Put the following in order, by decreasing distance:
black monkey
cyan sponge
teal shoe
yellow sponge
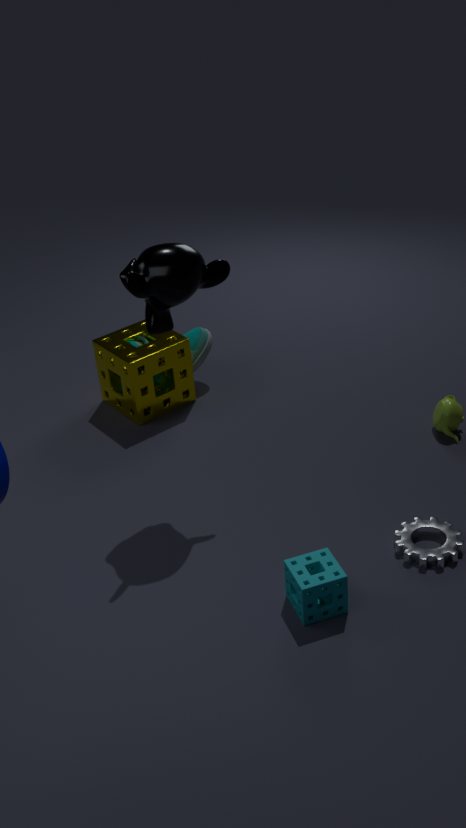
teal shoe
yellow sponge
black monkey
cyan sponge
